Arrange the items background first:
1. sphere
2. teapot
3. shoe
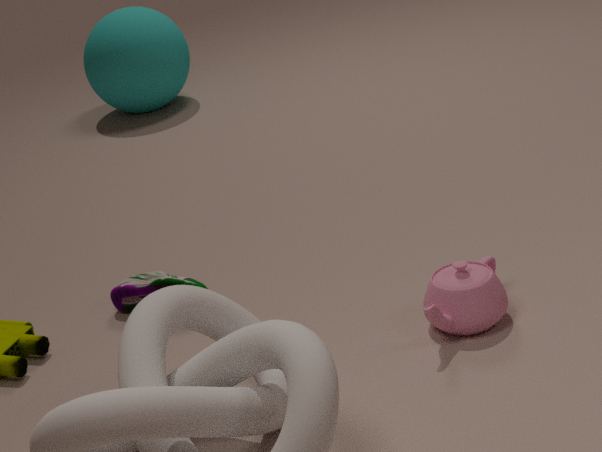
sphere
shoe
teapot
